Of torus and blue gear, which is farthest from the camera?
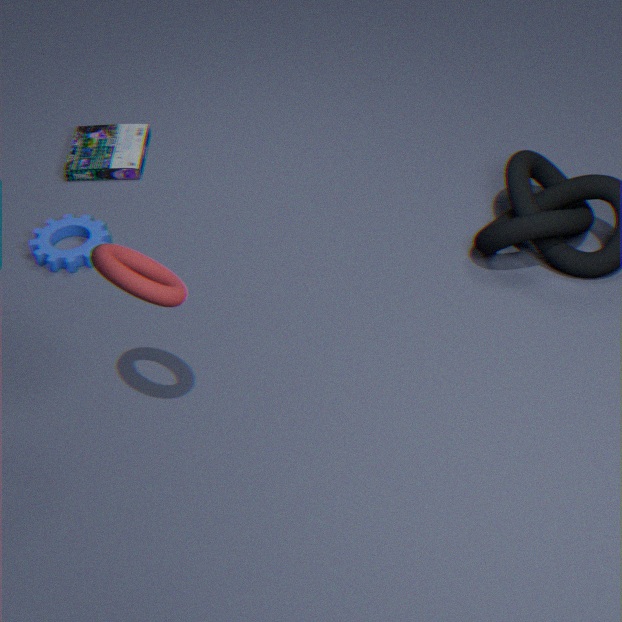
blue gear
